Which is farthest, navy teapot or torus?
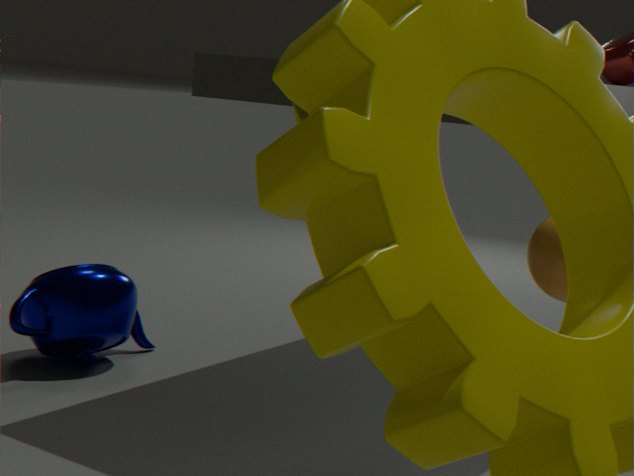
navy teapot
